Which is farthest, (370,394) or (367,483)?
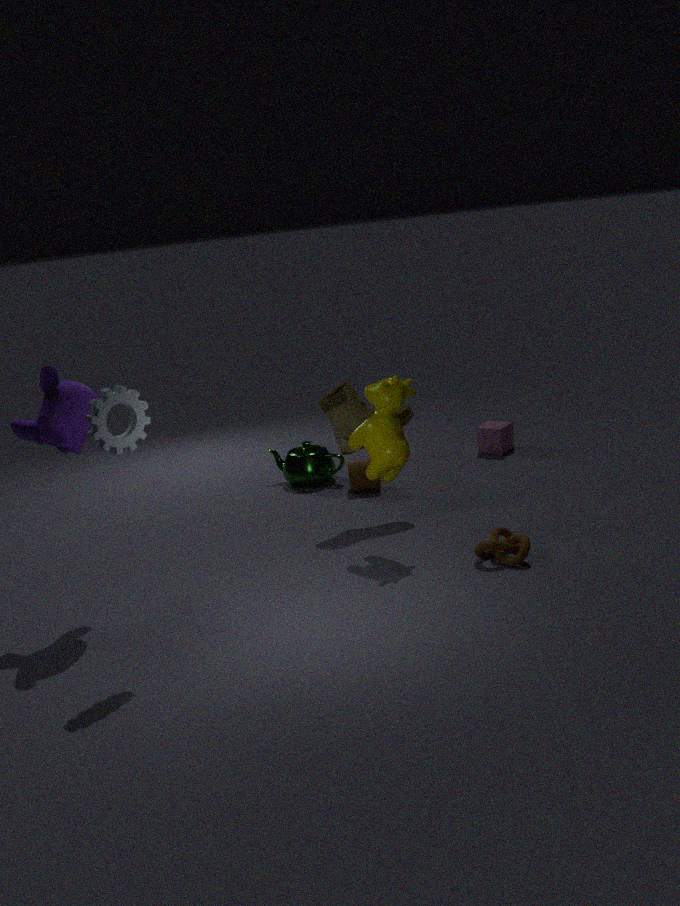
(367,483)
